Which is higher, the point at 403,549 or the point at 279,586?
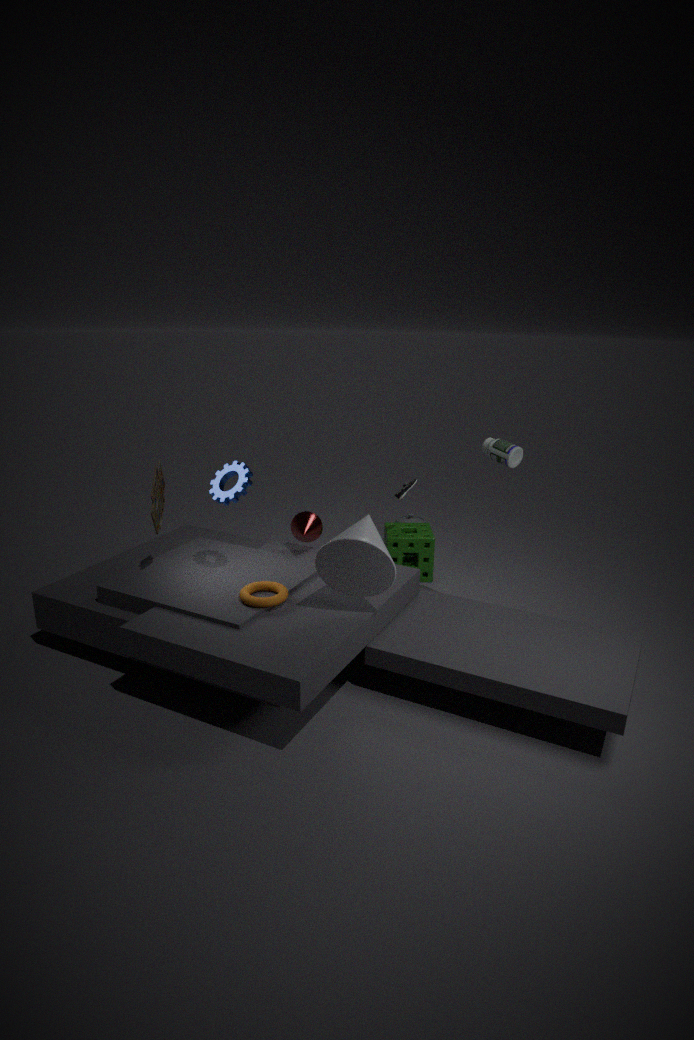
the point at 279,586
